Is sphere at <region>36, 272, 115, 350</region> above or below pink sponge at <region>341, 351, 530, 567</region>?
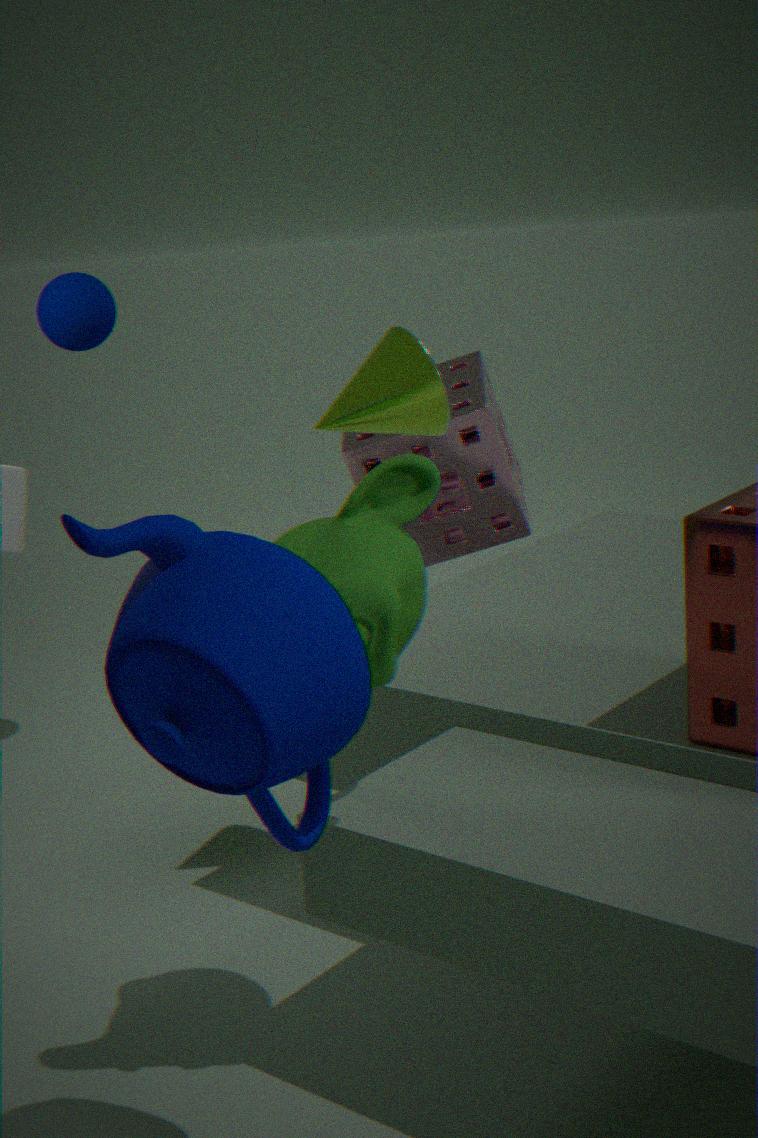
above
